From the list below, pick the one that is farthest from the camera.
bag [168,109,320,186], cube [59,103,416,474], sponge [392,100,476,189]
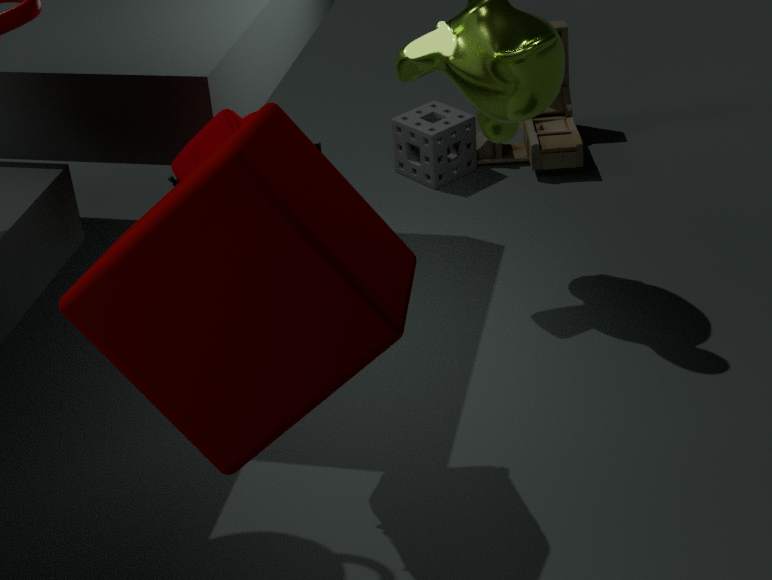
sponge [392,100,476,189]
